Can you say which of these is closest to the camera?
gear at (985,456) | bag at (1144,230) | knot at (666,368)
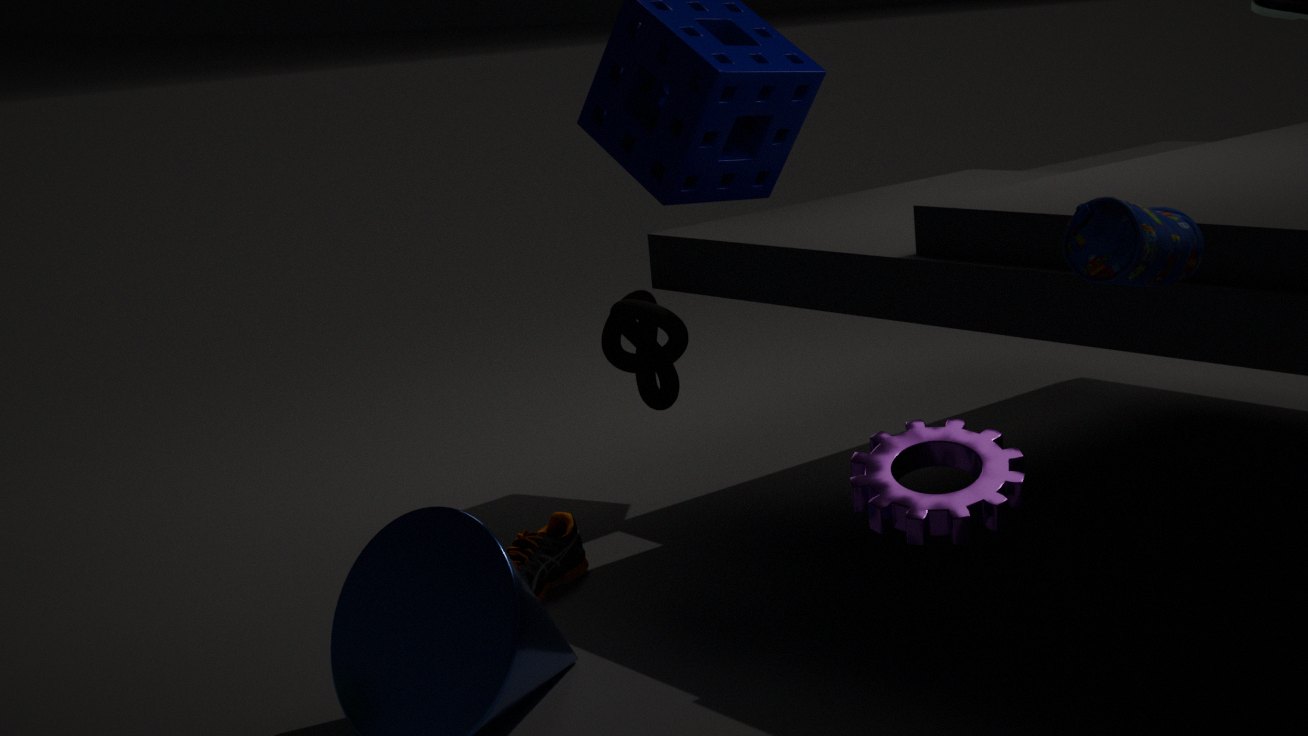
bag at (1144,230)
